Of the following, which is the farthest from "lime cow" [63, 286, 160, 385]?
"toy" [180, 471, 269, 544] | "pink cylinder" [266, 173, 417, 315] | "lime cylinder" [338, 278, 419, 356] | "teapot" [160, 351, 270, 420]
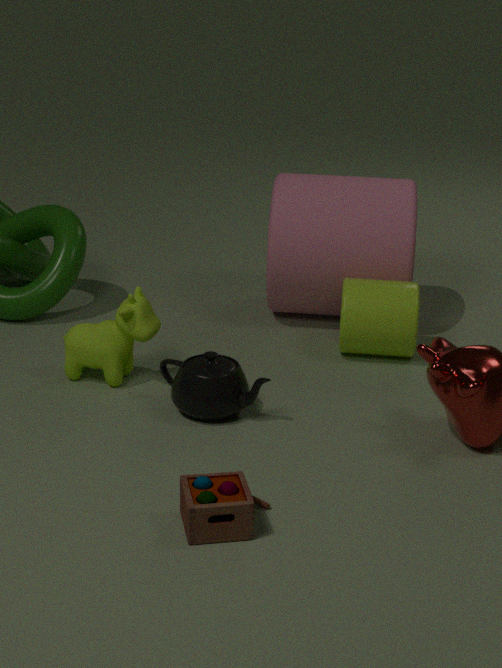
"toy" [180, 471, 269, 544]
